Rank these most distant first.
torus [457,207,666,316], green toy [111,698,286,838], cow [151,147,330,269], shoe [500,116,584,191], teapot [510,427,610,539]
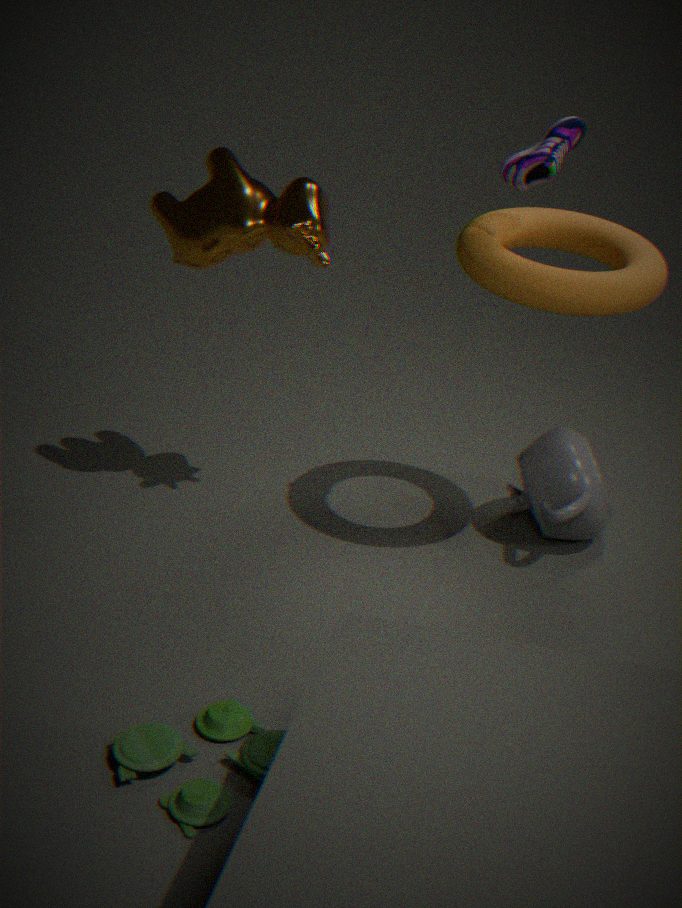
teapot [510,427,610,539] → cow [151,147,330,269] → shoe [500,116,584,191] → torus [457,207,666,316] → green toy [111,698,286,838]
